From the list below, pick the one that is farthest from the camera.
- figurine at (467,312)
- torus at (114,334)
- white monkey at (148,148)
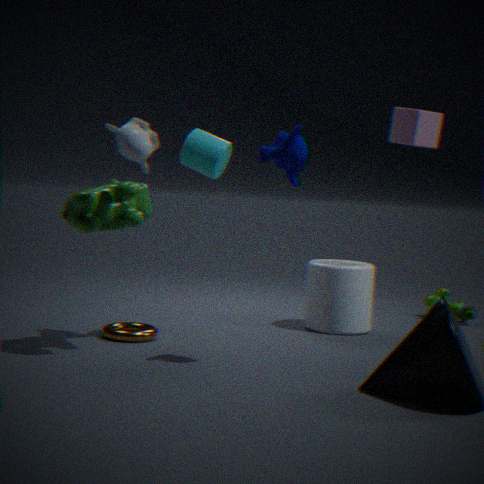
figurine at (467,312)
